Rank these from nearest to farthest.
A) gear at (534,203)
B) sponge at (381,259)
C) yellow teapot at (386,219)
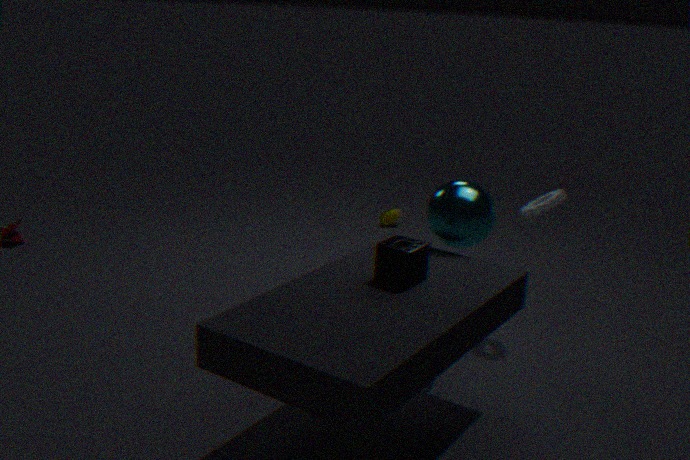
sponge at (381,259) < gear at (534,203) < yellow teapot at (386,219)
